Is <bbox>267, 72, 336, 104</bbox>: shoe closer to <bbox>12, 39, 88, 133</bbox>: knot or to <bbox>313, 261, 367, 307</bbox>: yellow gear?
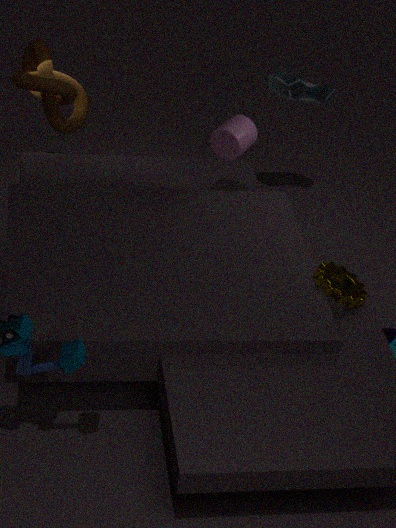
<bbox>12, 39, 88, 133</bbox>: knot
